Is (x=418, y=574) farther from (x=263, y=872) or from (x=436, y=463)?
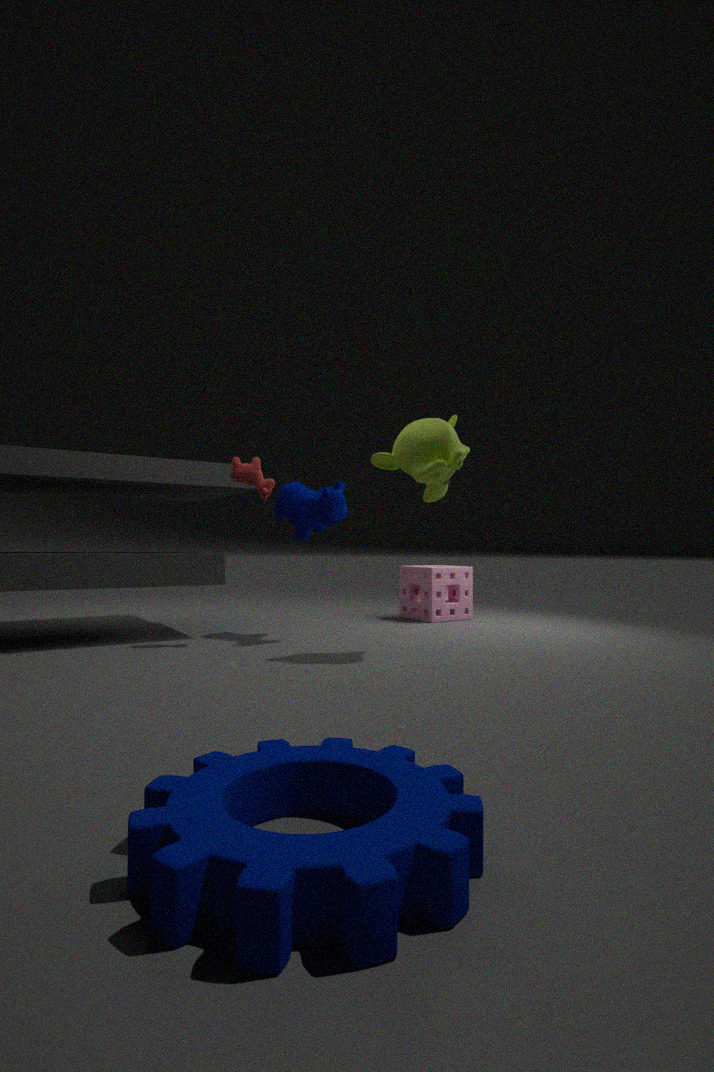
(x=263, y=872)
